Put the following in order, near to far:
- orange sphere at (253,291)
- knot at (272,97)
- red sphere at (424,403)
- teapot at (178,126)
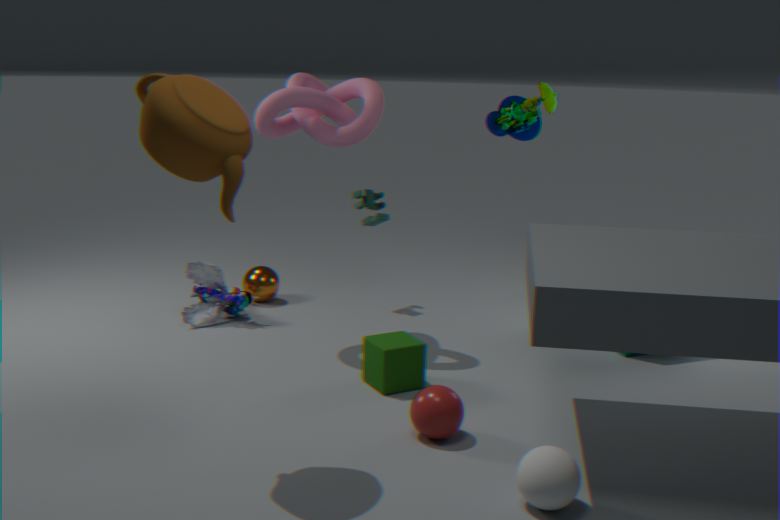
1. teapot at (178,126)
2. red sphere at (424,403)
3. knot at (272,97)
4. orange sphere at (253,291)
